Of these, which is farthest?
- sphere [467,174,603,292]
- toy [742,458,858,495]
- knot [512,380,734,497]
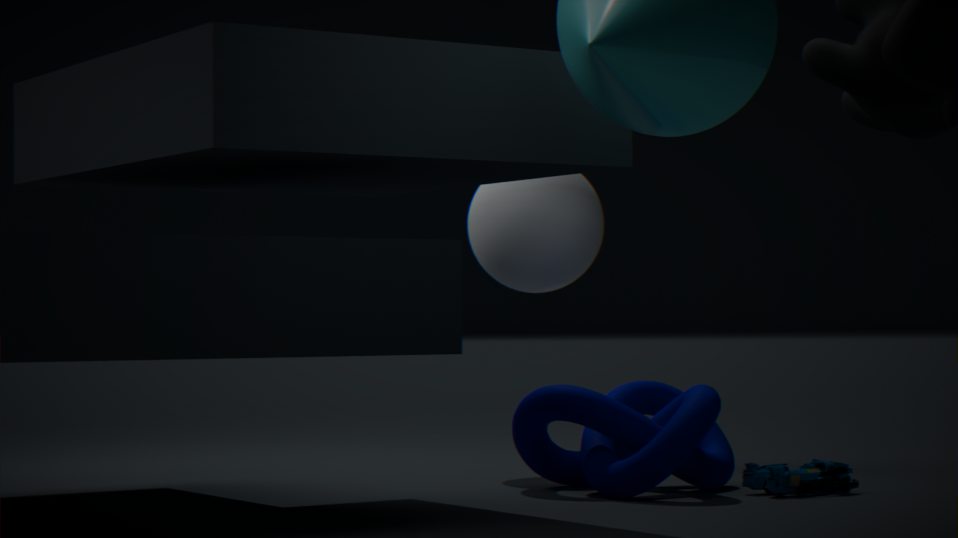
sphere [467,174,603,292]
